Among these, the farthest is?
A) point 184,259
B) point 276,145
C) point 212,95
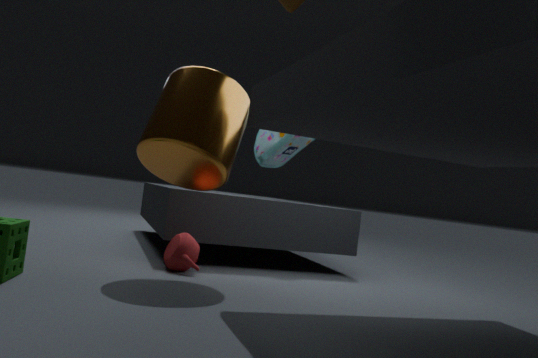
point 276,145
